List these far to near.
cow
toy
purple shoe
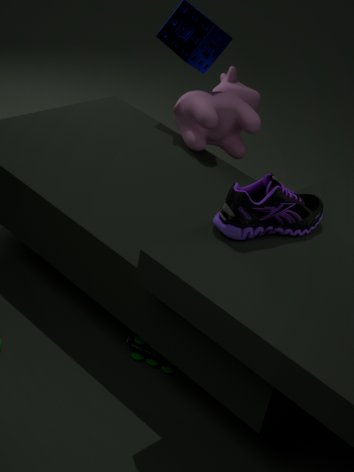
cow < toy < purple shoe
